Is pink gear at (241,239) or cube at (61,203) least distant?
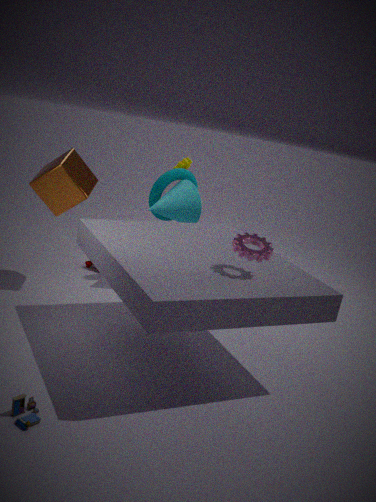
pink gear at (241,239)
